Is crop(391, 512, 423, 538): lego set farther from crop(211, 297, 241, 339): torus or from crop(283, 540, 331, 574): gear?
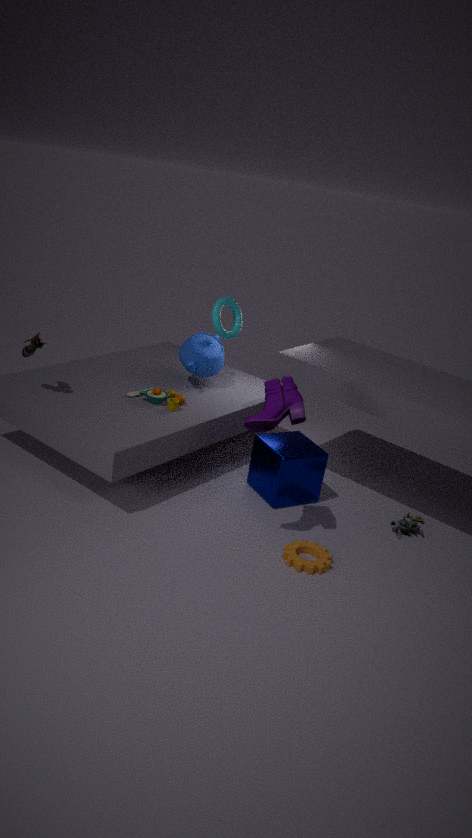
crop(211, 297, 241, 339): torus
